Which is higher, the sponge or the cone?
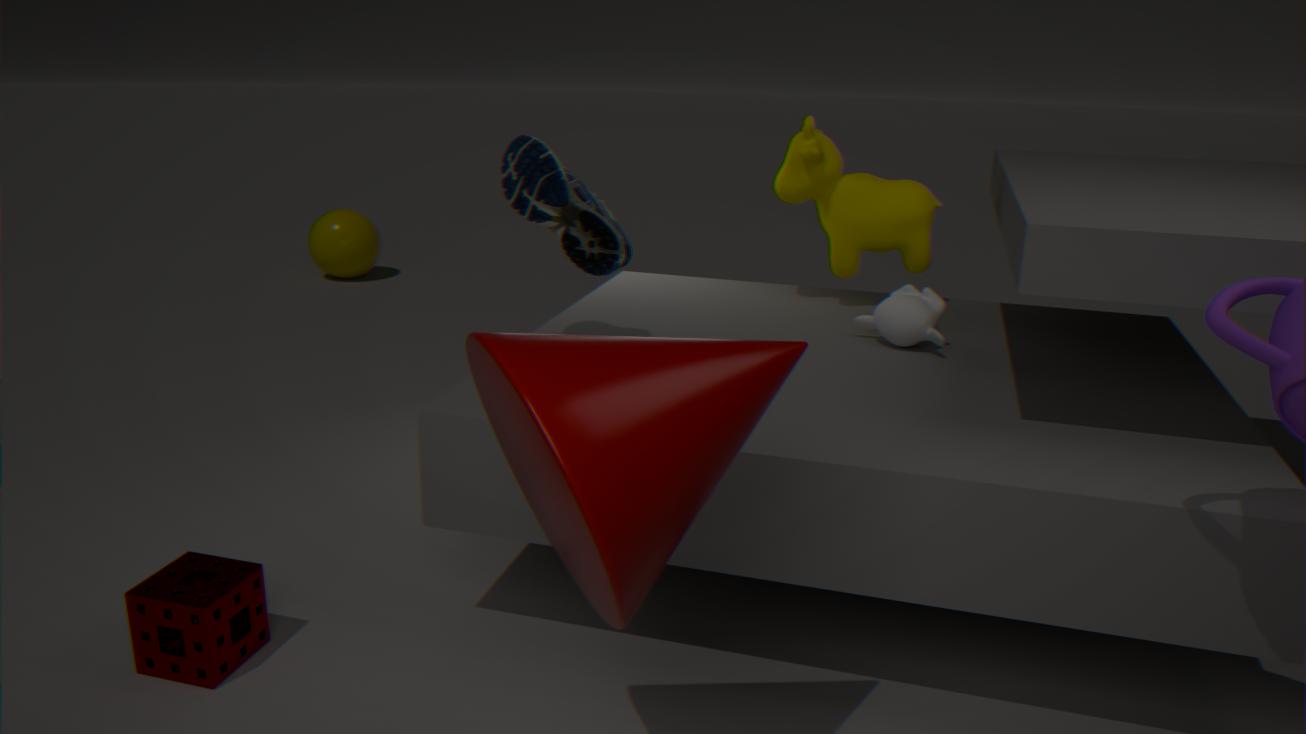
the cone
